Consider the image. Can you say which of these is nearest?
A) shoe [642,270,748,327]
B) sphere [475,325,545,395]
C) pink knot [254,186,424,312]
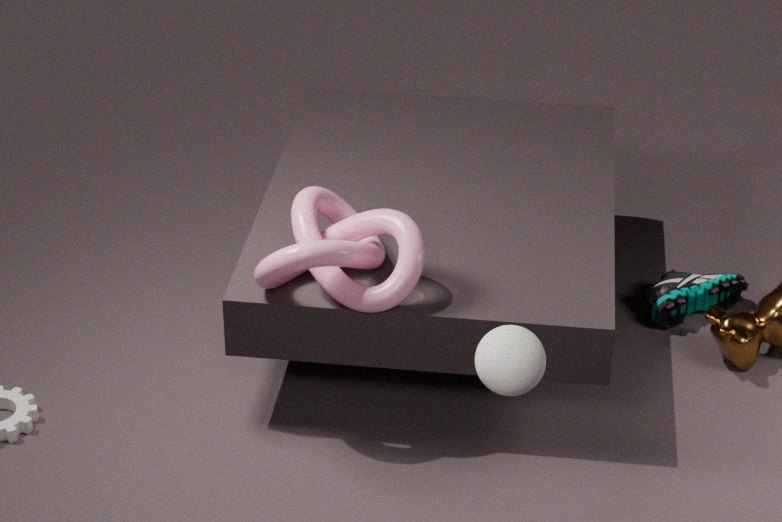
B. sphere [475,325,545,395]
